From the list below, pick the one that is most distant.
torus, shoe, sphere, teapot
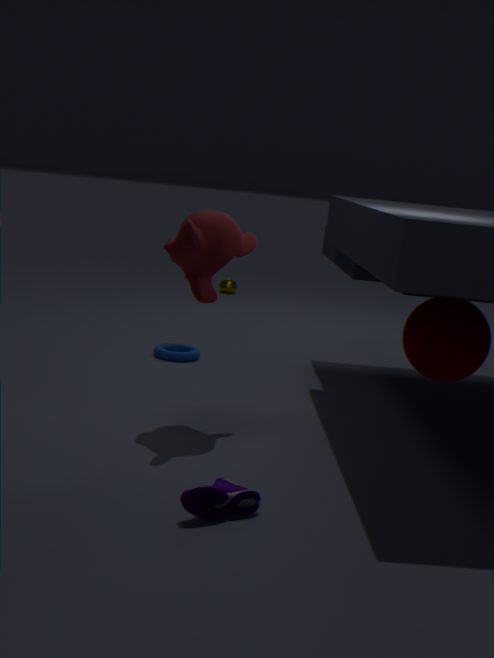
teapot
